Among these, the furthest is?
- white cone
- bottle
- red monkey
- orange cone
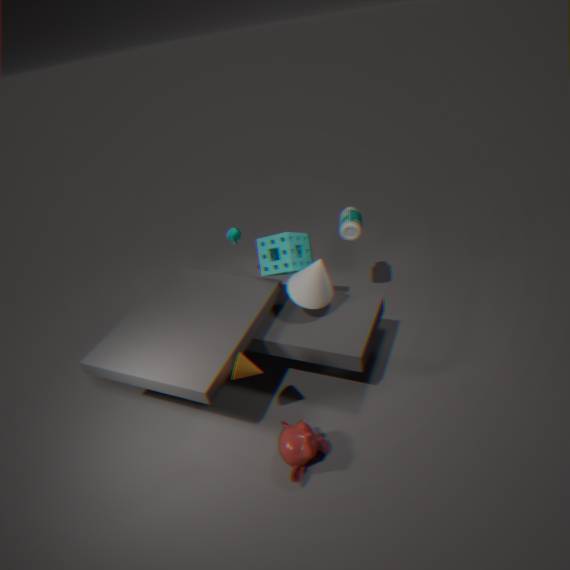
bottle
